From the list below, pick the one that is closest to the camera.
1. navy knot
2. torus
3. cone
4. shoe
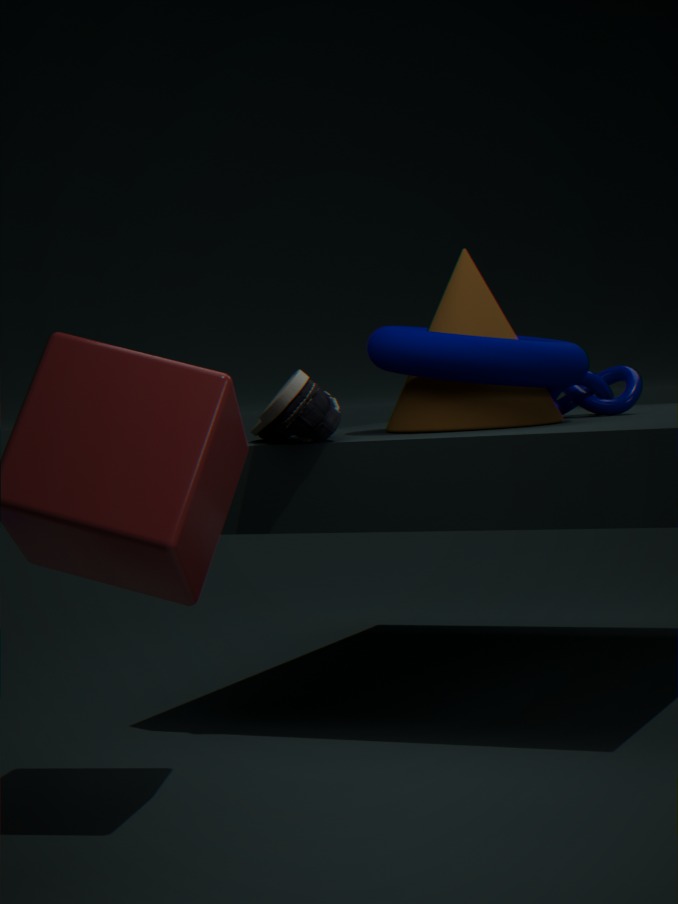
shoe
